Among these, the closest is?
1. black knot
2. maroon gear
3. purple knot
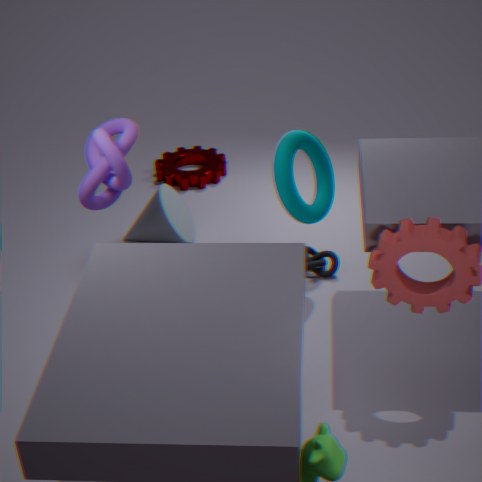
purple knot
